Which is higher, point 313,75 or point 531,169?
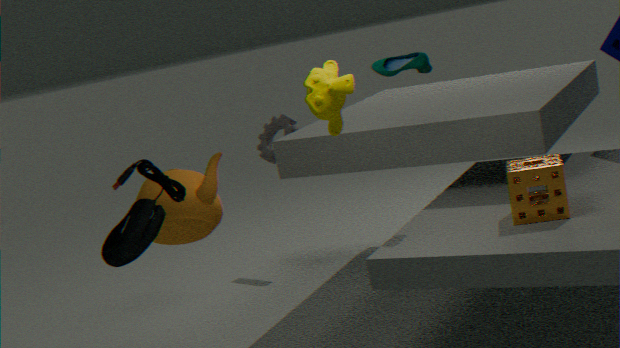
point 313,75
